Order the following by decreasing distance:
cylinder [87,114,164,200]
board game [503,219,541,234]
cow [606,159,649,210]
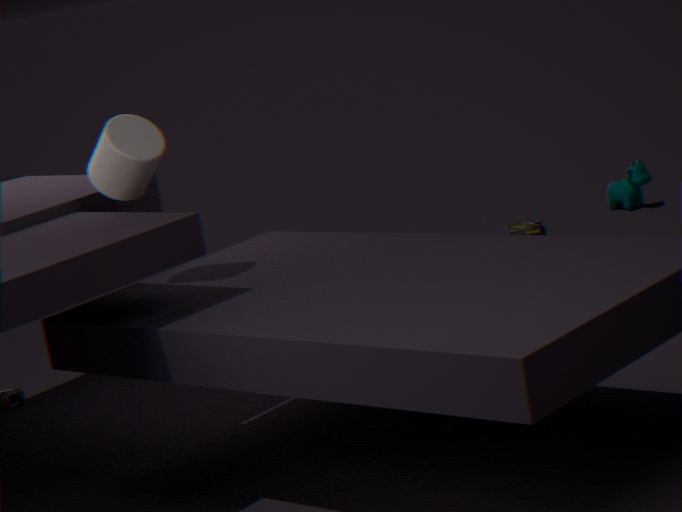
cow [606,159,649,210] < board game [503,219,541,234] < cylinder [87,114,164,200]
